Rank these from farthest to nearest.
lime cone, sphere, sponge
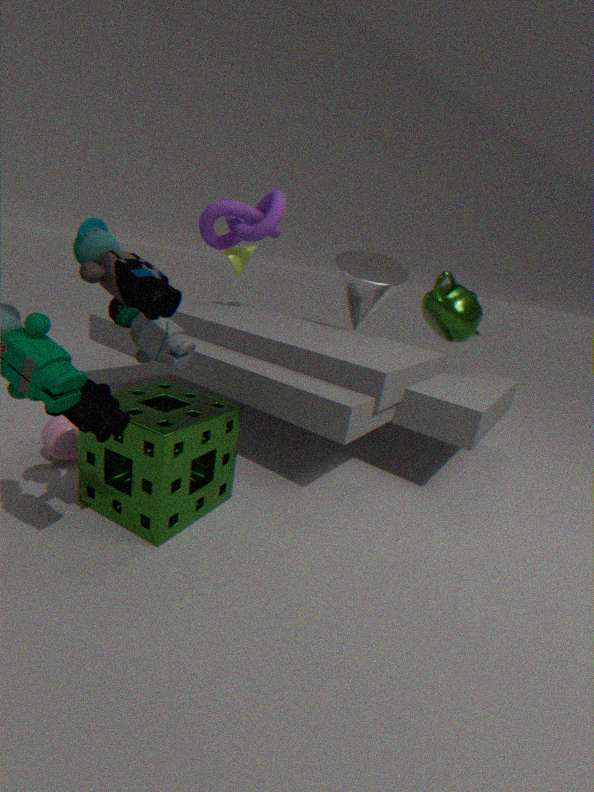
lime cone, sphere, sponge
